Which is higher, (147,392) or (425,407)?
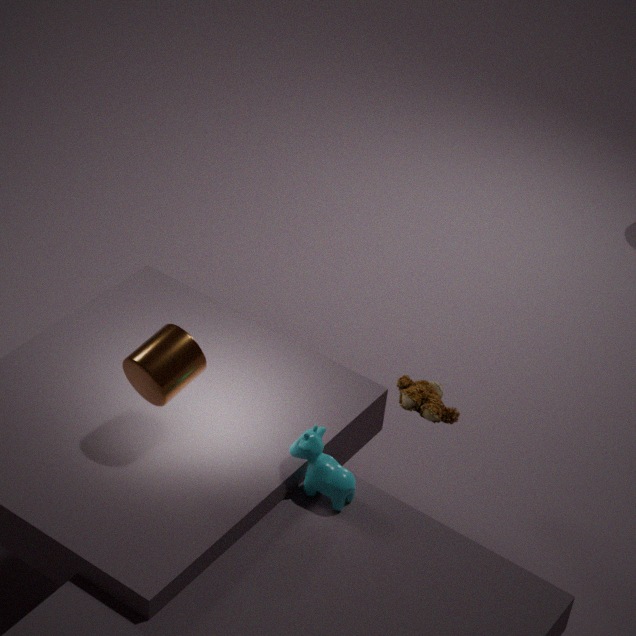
(147,392)
